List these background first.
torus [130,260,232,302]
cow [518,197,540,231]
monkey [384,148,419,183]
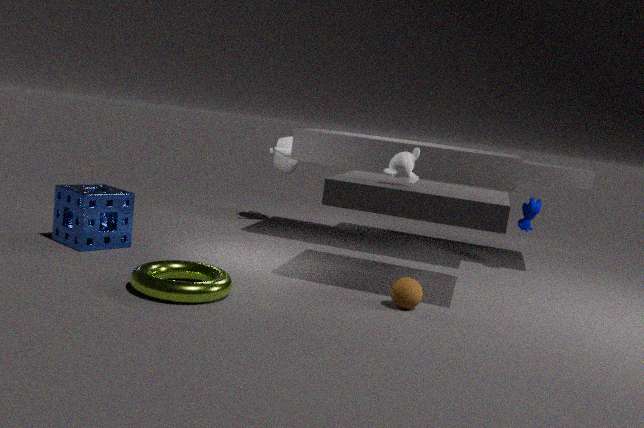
cow [518,197,540,231], monkey [384,148,419,183], torus [130,260,232,302]
